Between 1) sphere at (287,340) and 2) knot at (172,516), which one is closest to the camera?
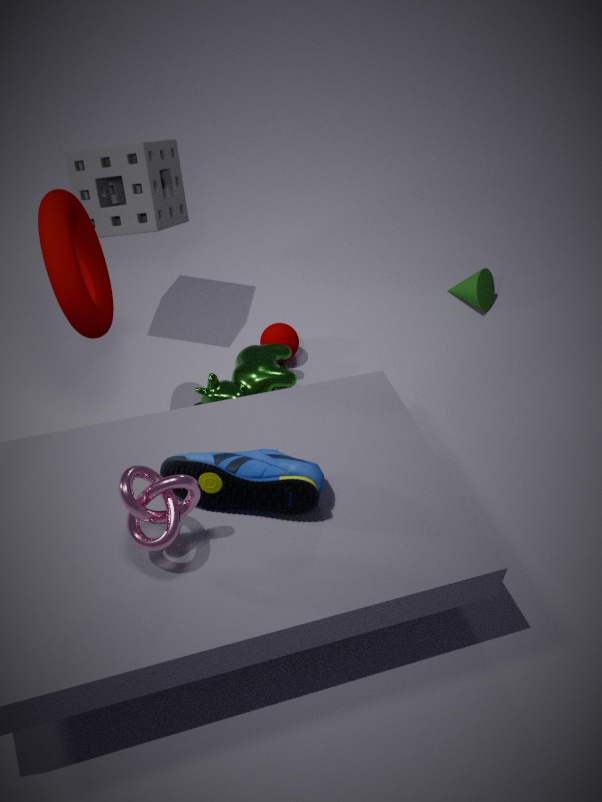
2. knot at (172,516)
